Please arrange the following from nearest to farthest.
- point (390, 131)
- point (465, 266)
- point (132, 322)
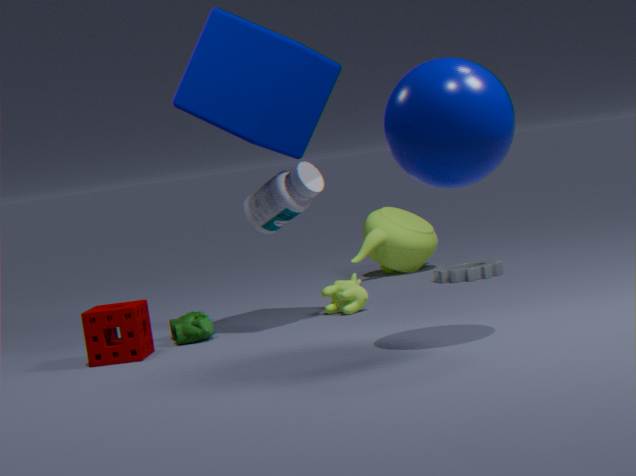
point (390, 131) < point (132, 322) < point (465, 266)
